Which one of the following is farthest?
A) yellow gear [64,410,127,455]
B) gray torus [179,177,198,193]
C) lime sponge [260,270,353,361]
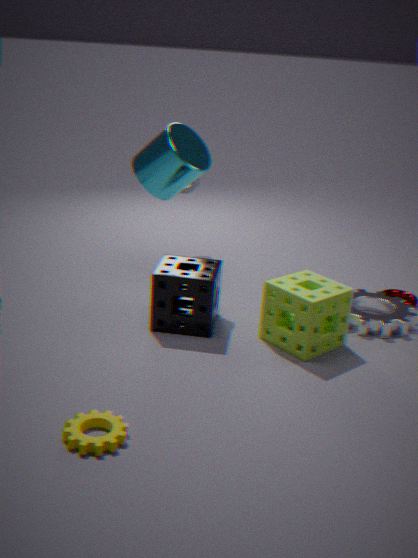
gray torus [179,177,198,193]
